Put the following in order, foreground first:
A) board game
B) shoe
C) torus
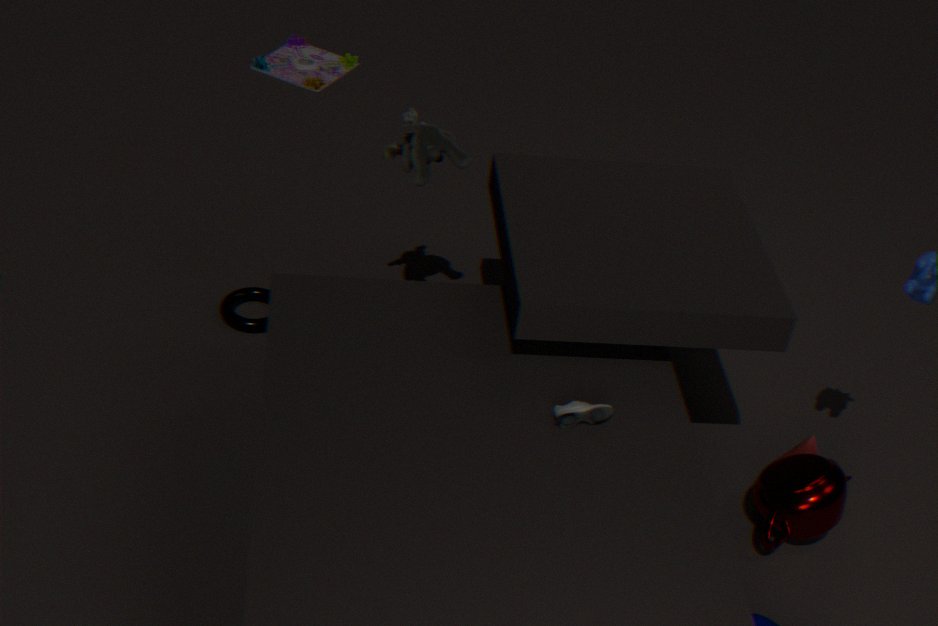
shoe < torus < board game
